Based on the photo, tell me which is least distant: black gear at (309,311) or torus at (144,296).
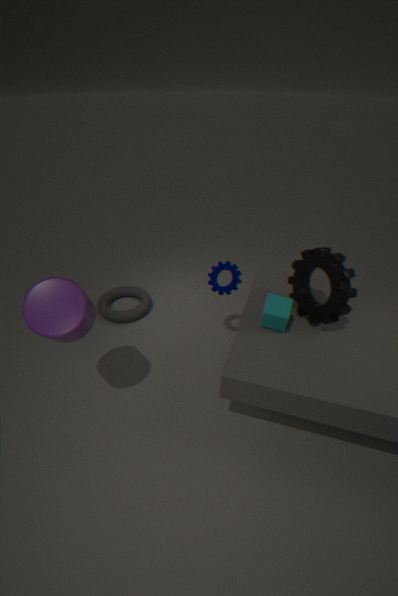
black gear at (309,311)
